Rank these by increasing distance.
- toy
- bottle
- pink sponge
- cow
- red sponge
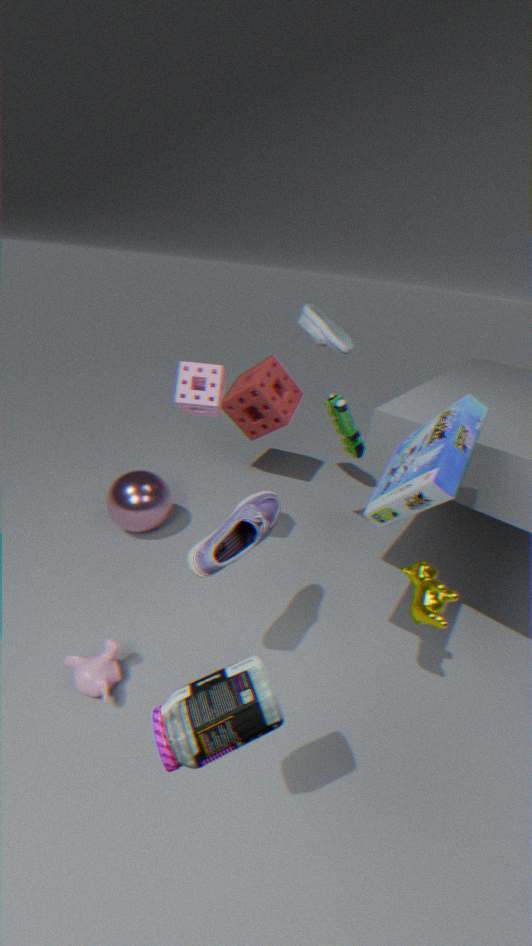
bottle < cow < pink sponge < toy < red sponge
